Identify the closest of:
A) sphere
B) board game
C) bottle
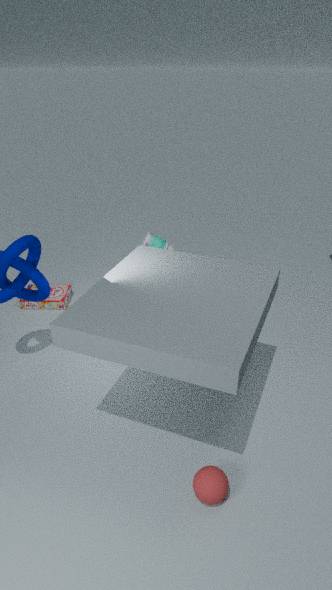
sphere
